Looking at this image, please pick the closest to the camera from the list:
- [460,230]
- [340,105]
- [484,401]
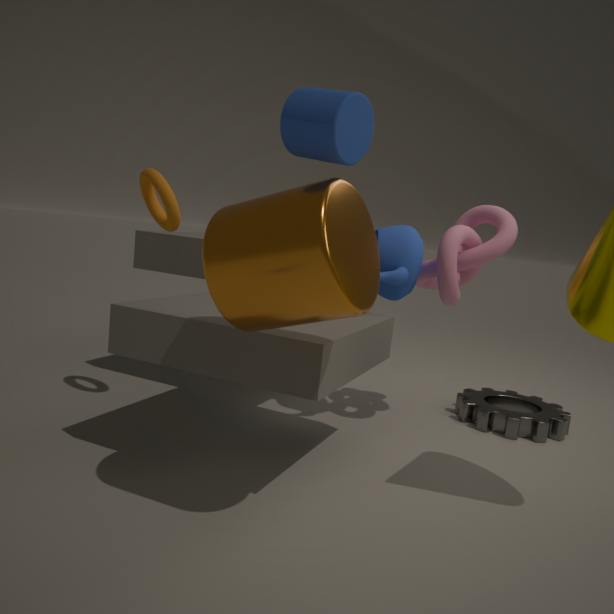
[340,105]
